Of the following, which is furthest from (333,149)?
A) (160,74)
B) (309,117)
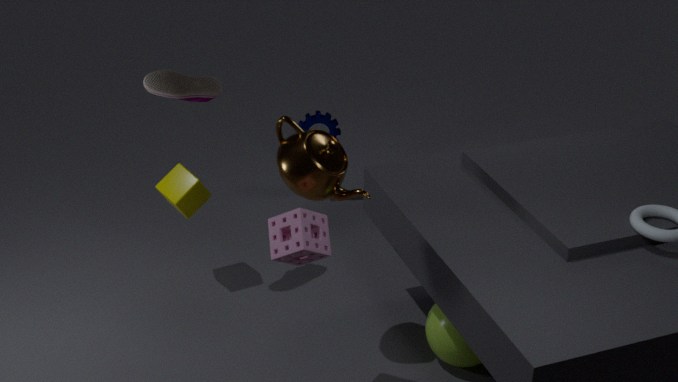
(309,117)
